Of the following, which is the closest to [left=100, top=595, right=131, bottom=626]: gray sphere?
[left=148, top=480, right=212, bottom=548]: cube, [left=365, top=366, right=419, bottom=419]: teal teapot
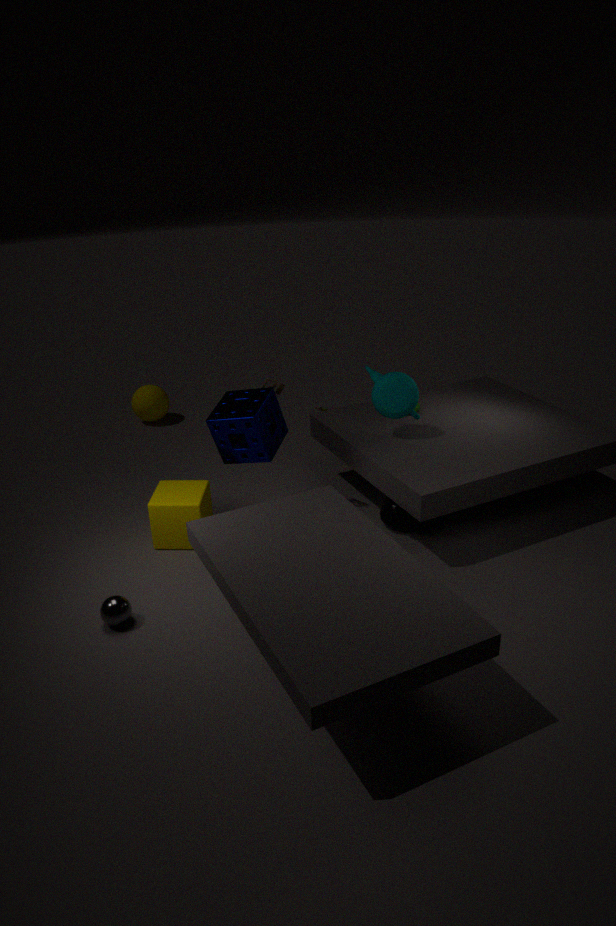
[left=148, top=480, right=212, bottom=548]: cube
